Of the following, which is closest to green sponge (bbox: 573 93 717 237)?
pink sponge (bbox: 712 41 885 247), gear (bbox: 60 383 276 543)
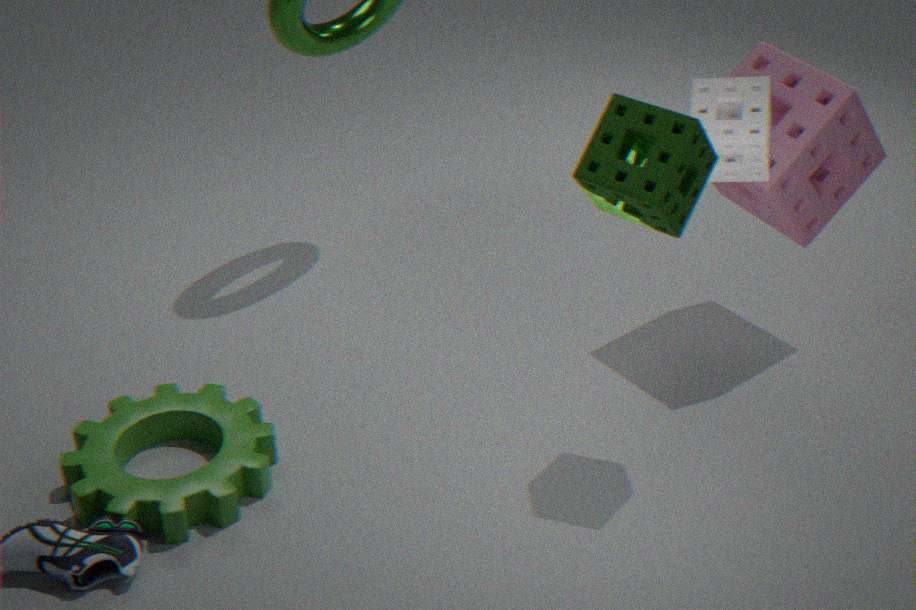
pink sponge (bbox: 712 41 885 247)
